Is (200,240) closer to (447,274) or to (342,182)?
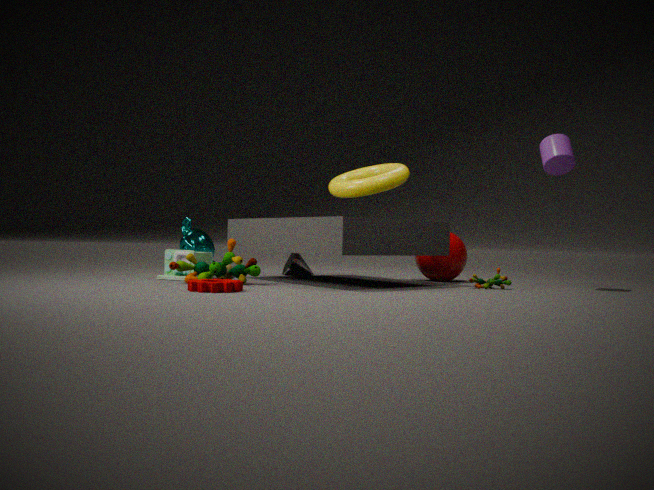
(342,182)
